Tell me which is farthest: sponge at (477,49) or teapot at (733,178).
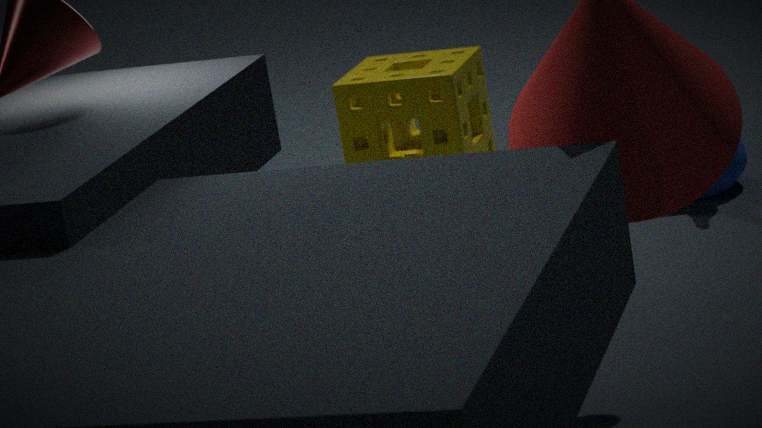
sponge at (477,49)
